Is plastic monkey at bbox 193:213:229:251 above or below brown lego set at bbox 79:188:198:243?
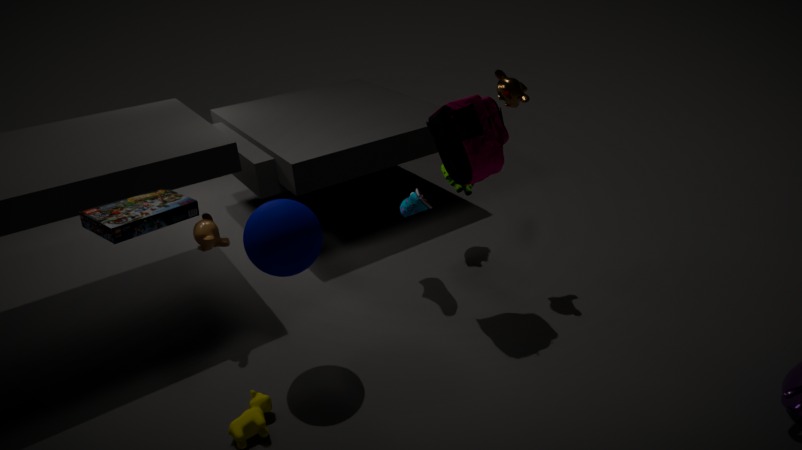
below
